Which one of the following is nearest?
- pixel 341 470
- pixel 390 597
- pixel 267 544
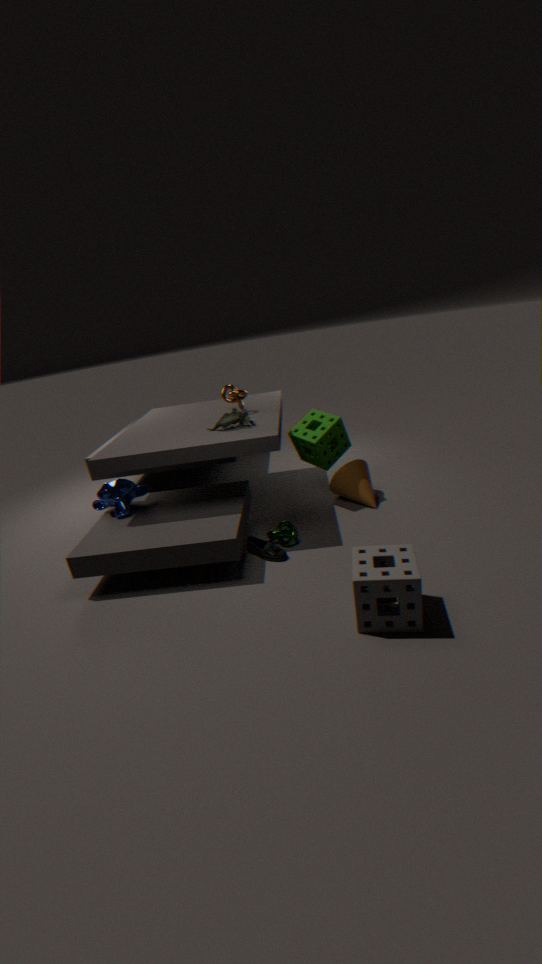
pixel 390 597
